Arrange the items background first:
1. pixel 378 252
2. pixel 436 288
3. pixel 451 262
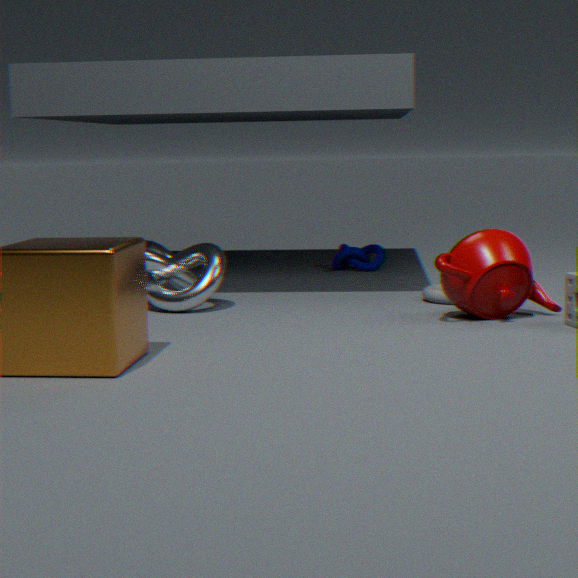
pixel 378 252, pixel 436 288, pixel 451 262
